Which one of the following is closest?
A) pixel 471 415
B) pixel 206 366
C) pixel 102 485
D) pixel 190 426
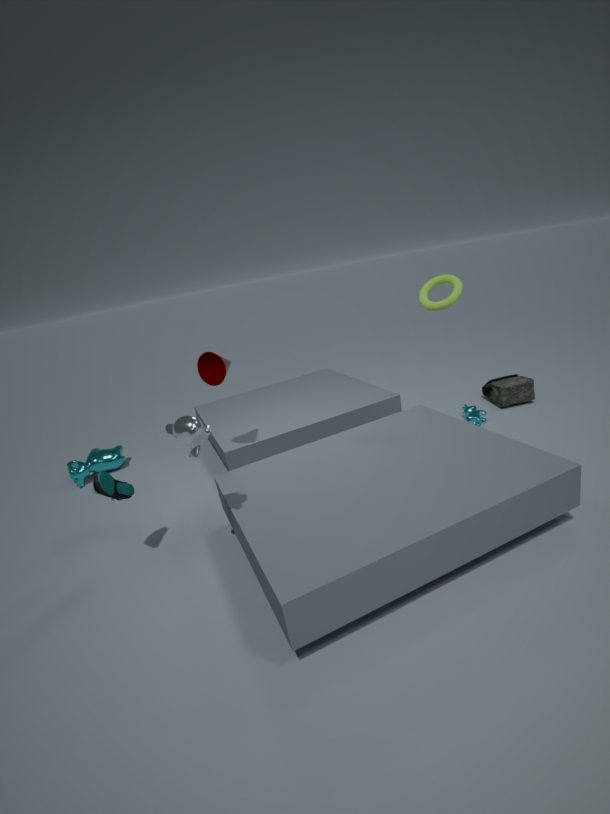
pixel 190 426
